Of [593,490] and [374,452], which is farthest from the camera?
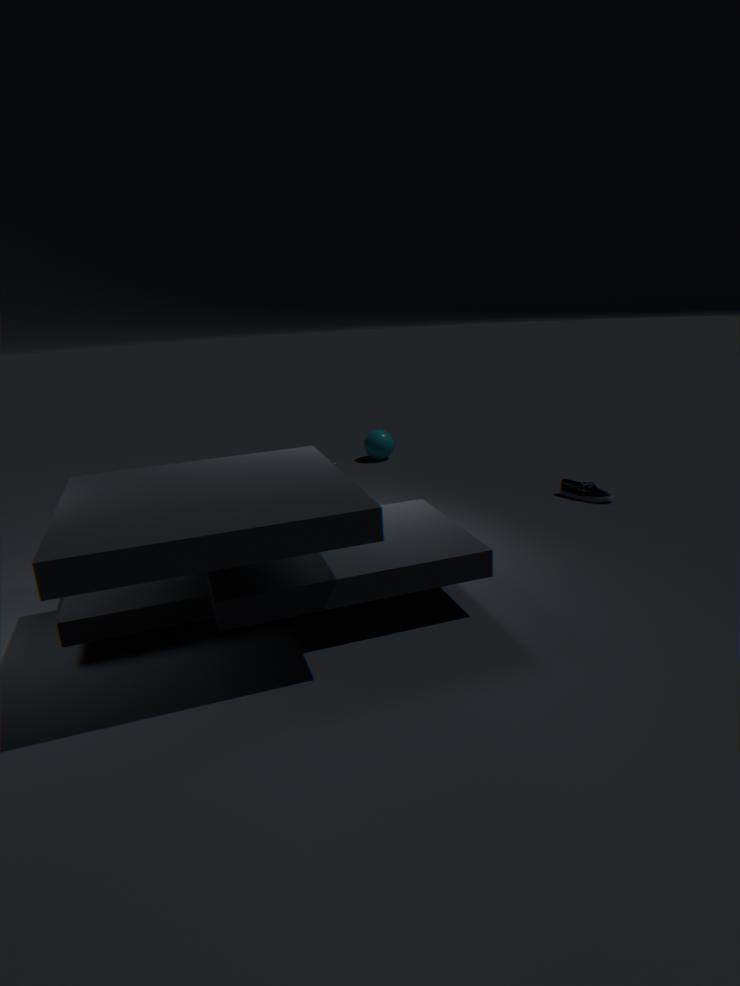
[374,452]
